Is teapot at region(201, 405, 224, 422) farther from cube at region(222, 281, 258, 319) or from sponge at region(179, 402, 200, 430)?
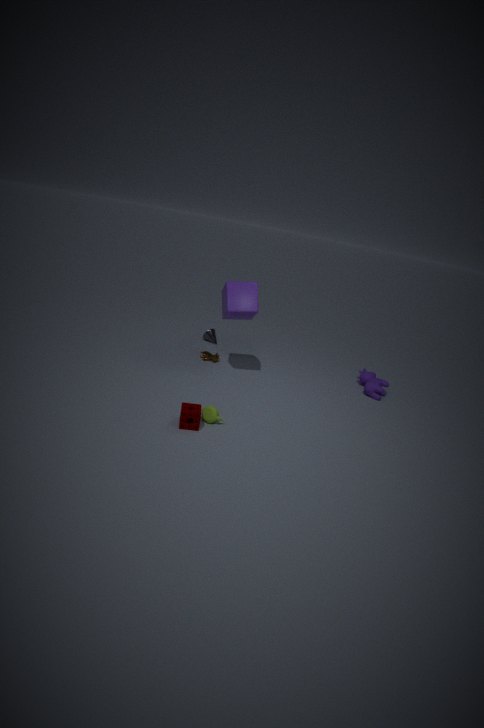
cube at region(222, 281, 258, 319)
